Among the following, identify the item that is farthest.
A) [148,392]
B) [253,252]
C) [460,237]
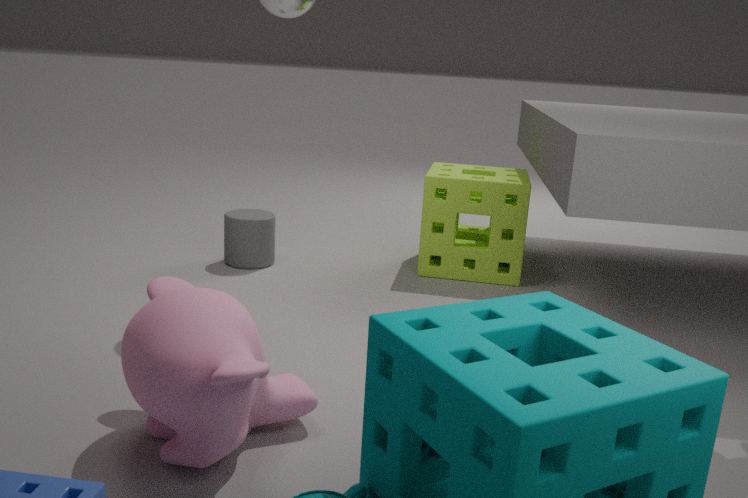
[460,237]
